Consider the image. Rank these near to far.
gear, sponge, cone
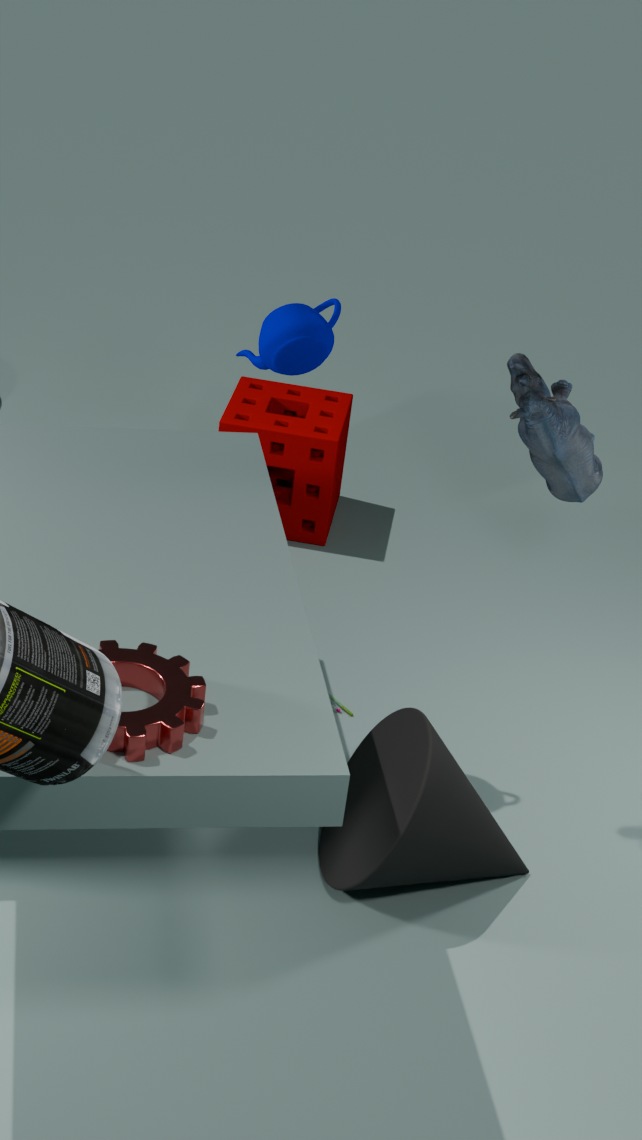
gear < cone < sponge
